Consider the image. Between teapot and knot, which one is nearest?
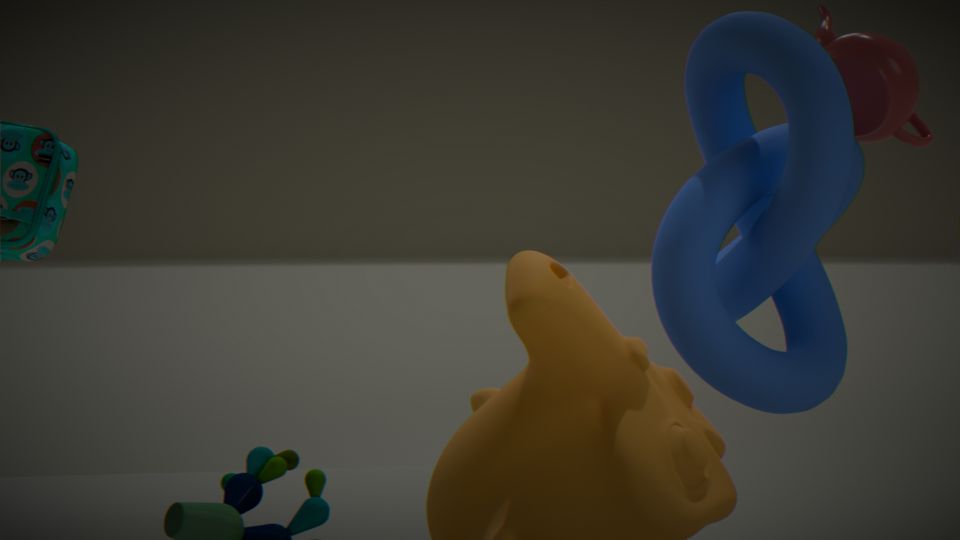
knot
